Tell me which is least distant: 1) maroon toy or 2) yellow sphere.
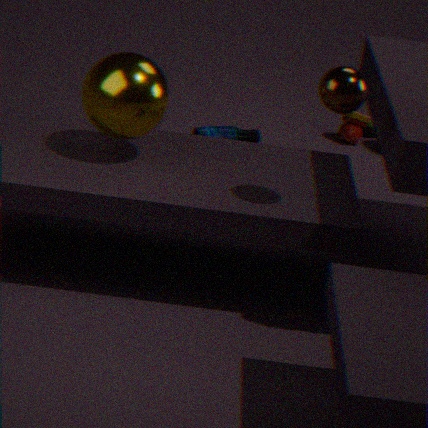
2. yellow sphere
